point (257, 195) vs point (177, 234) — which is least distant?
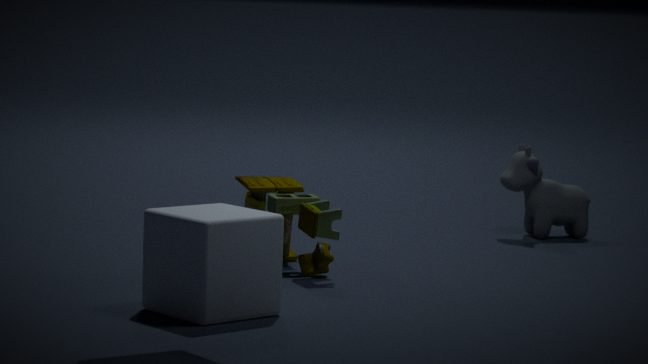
point (177, 234)
